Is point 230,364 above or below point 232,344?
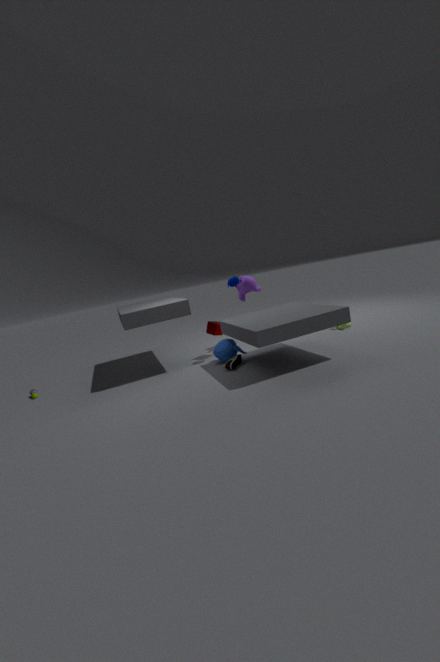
below
